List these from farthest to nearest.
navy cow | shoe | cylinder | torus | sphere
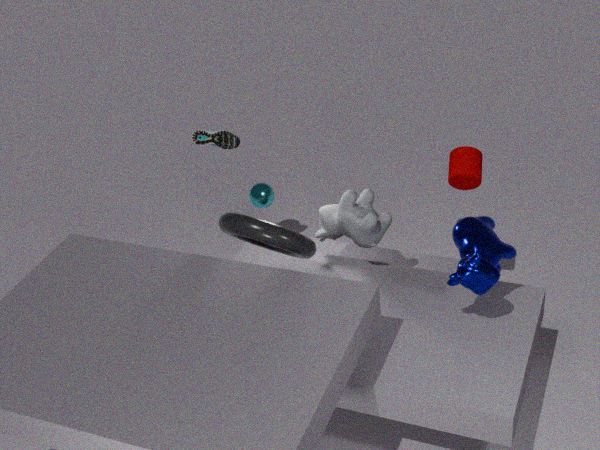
sphere < shoe < cylinder < torus < navy cow
